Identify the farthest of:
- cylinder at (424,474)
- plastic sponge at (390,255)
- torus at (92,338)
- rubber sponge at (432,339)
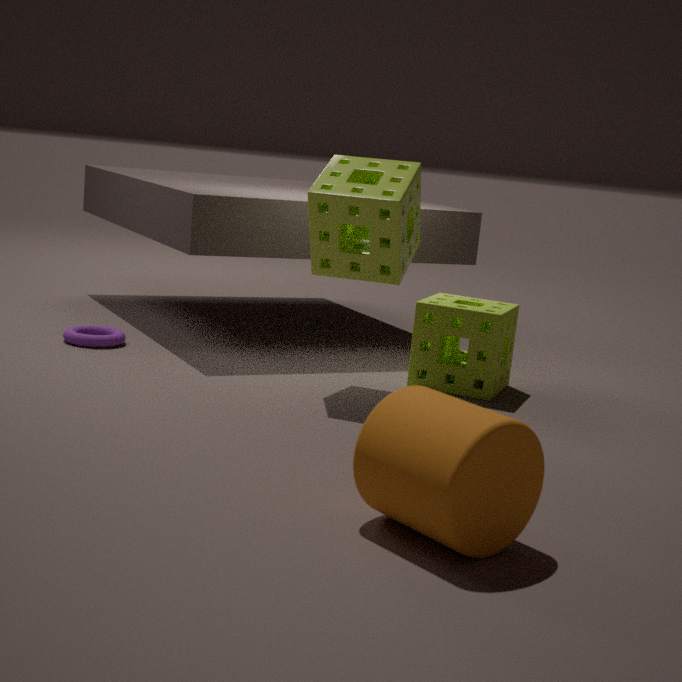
torus at (92,338)
